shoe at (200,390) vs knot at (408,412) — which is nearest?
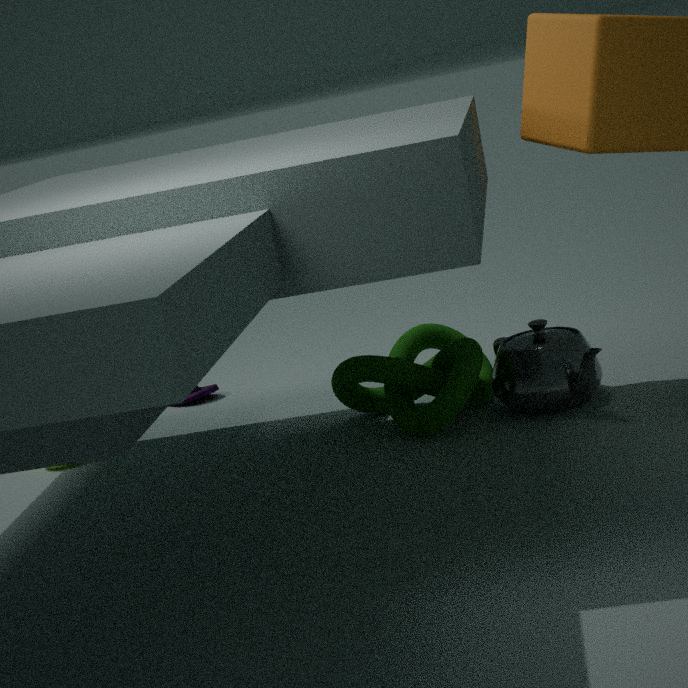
knot at (408,412)
